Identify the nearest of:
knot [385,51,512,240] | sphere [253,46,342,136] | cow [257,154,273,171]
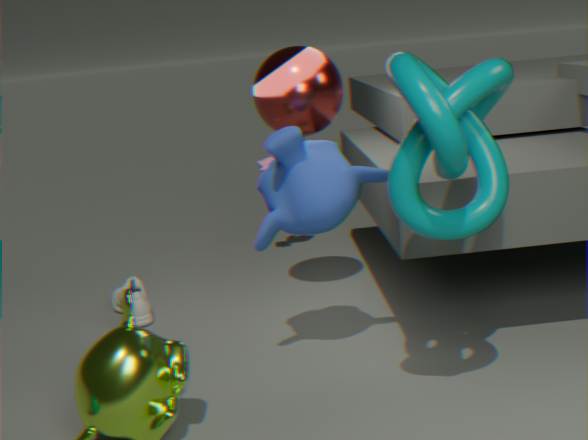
knot [385,51,512,240]
